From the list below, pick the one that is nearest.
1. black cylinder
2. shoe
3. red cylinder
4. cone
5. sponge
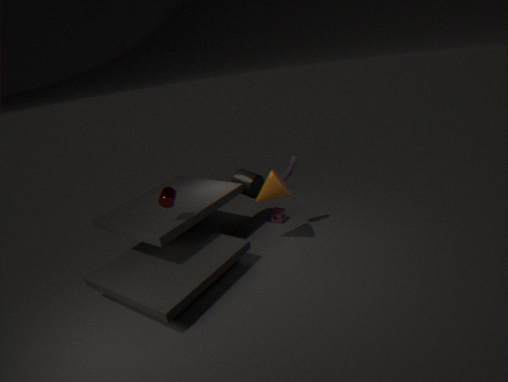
red cylinder
